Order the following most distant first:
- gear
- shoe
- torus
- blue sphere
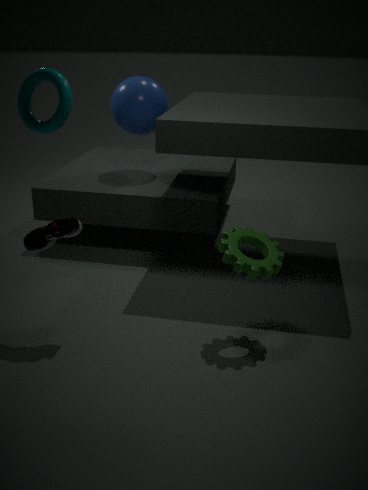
1. blue sphere
2. shoe
3. torus
4. gear
